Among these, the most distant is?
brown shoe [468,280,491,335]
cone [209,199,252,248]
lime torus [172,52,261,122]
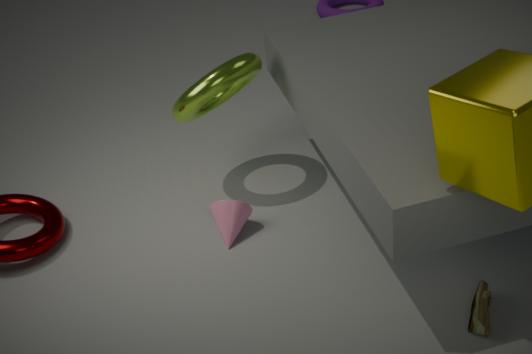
cone [209,199,252,248]
